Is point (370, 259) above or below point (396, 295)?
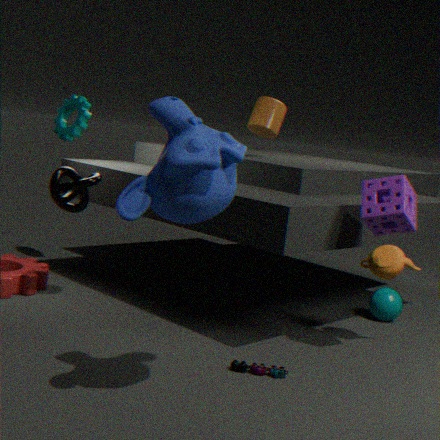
above
